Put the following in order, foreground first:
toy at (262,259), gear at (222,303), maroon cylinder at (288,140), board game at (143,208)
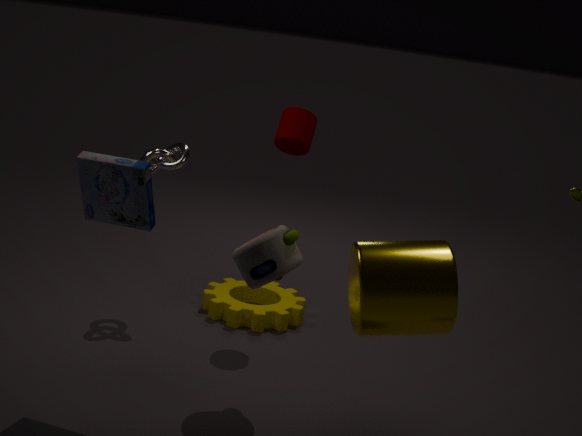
board game at (143,208), toy at (262,259), maroon cylinder at (288,140), gear at (222,303)
